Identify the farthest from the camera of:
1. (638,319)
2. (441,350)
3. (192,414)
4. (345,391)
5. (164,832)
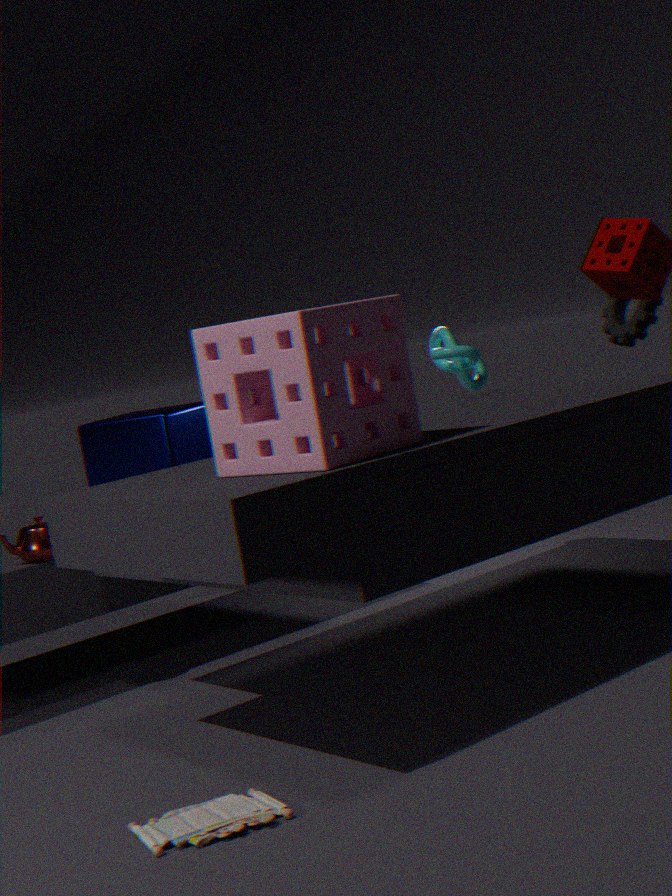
(441,350)
